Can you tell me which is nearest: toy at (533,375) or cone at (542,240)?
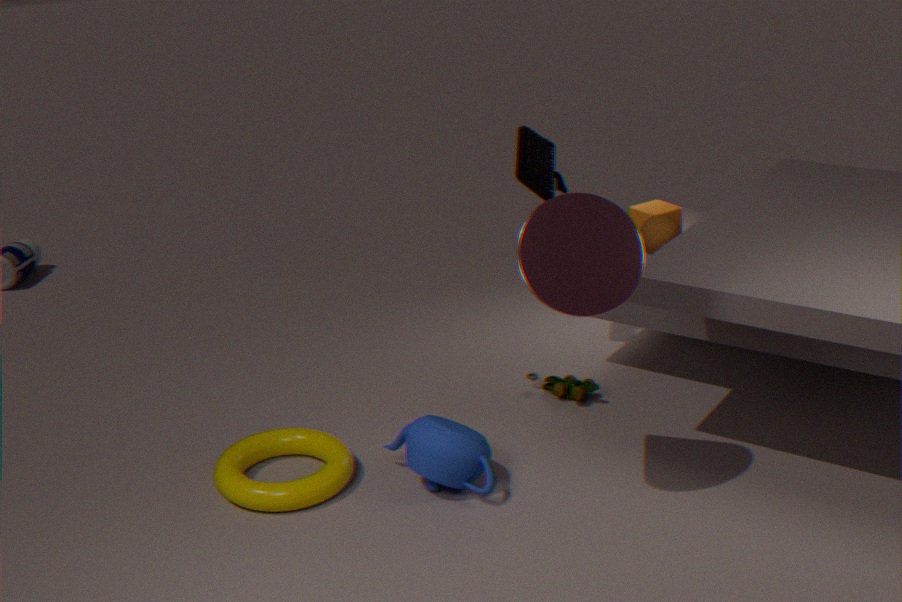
cone at (542,240)
